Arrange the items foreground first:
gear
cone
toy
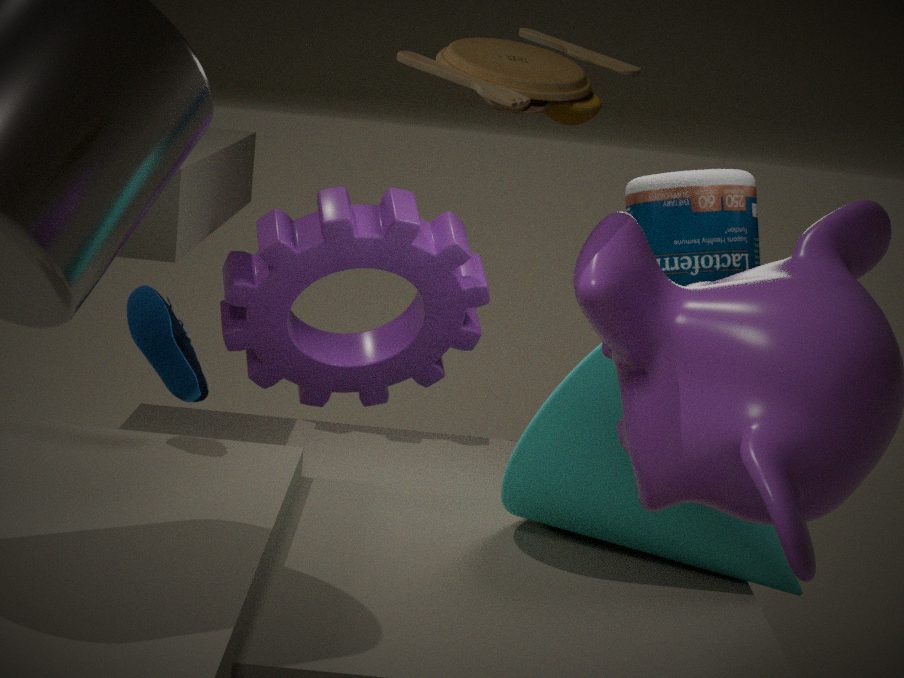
toy
cone
gear
